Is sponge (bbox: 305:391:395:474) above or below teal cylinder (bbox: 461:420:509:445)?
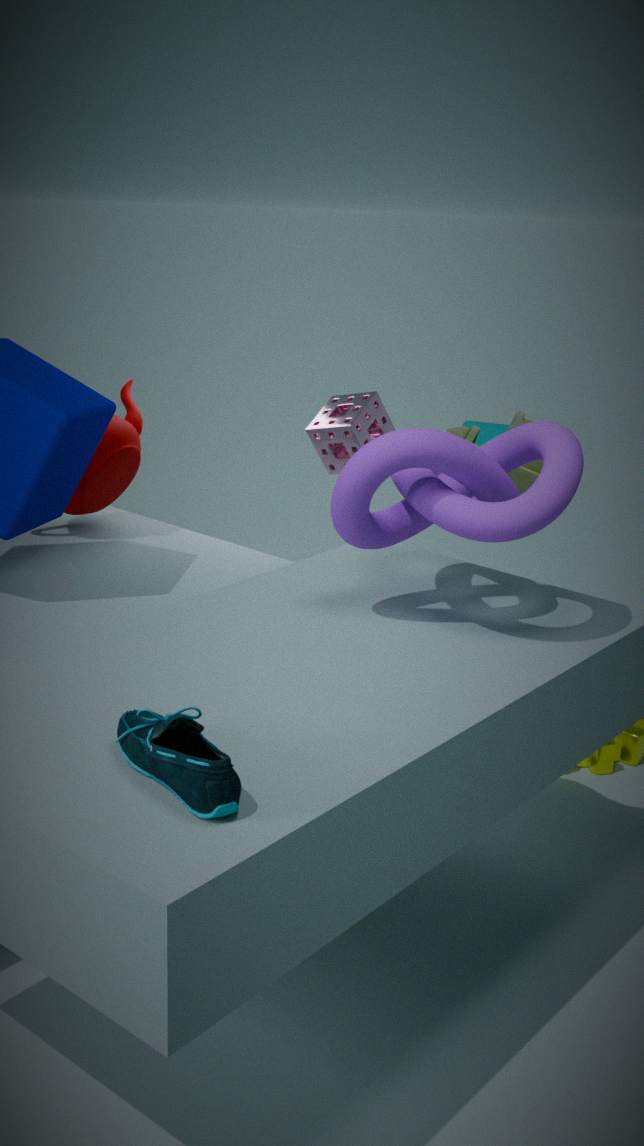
above
